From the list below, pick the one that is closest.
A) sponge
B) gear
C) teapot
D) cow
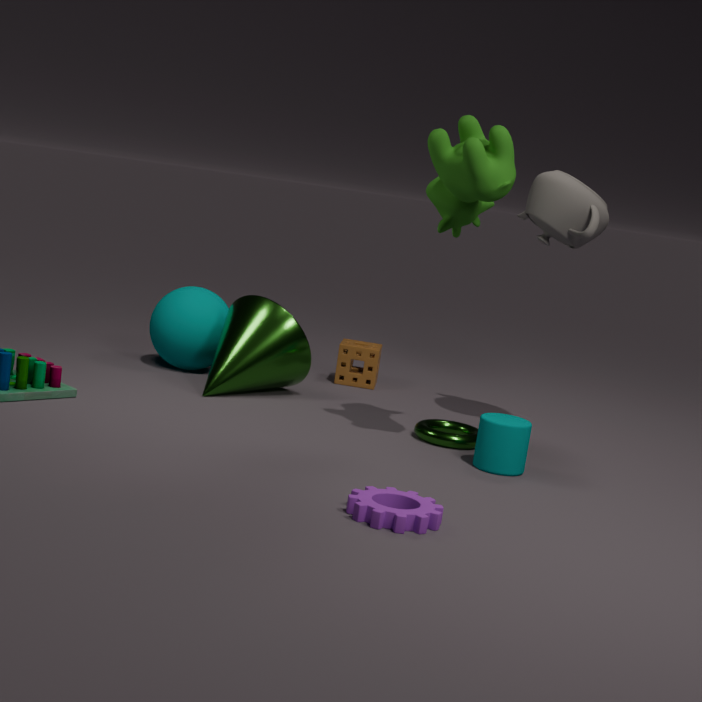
gear
